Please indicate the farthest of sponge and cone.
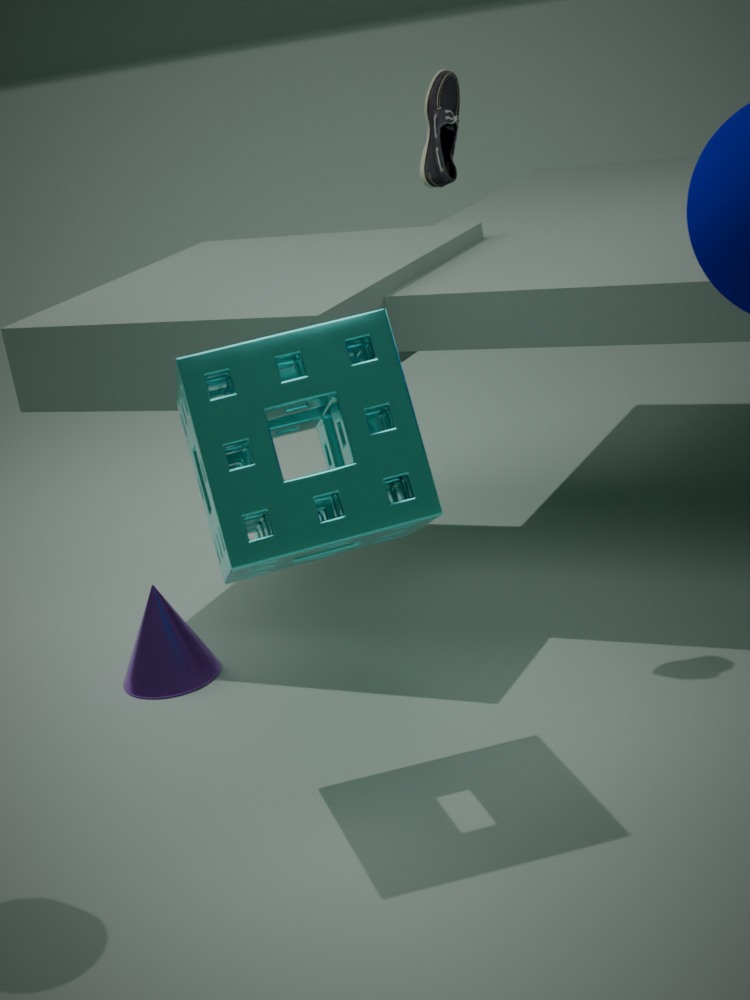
cone
